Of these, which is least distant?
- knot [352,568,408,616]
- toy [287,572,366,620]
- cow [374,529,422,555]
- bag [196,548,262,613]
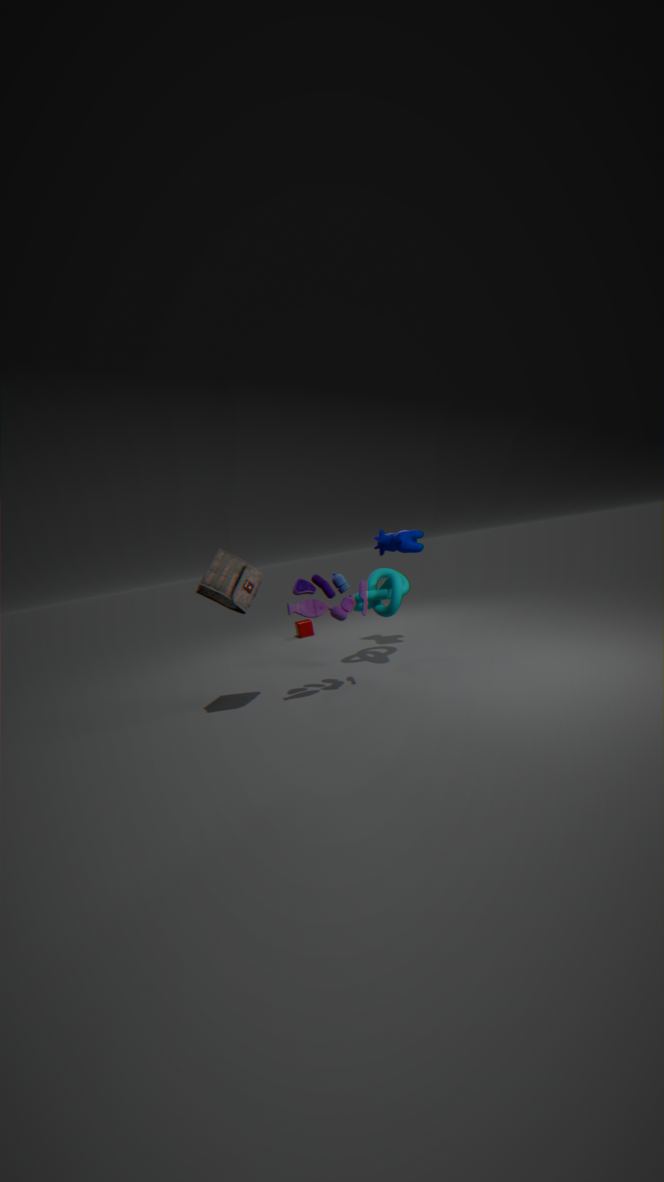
bag [196,548,262,613]
